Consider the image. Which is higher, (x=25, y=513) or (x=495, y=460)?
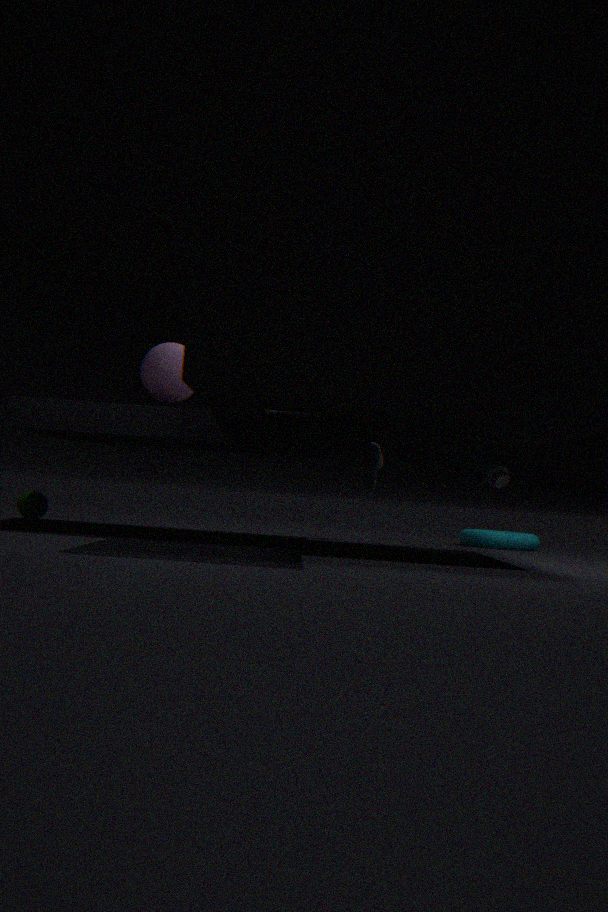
(x=495, y=460)
